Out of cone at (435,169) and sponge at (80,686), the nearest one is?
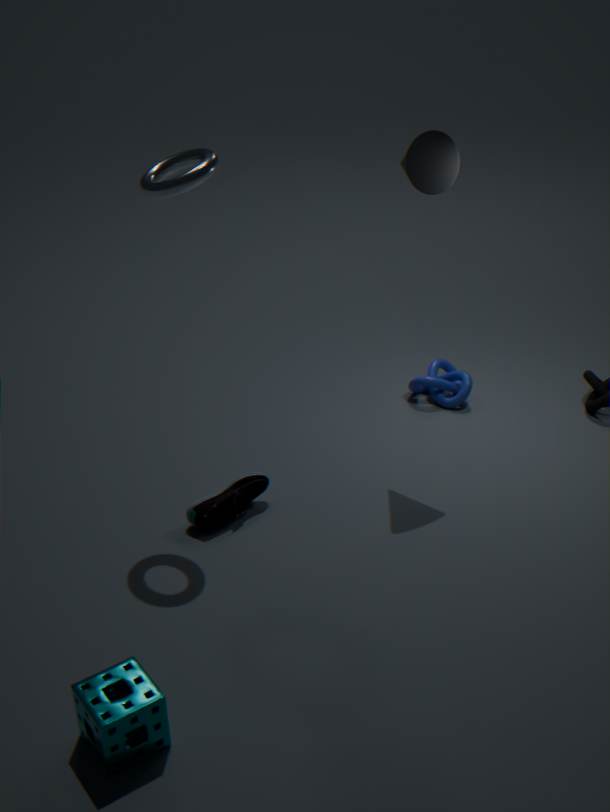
sponge at (80,686)
